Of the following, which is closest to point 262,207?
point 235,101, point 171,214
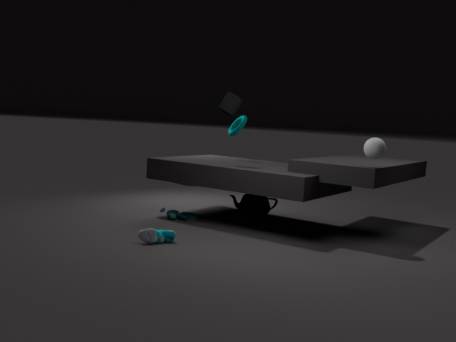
point 171,214
